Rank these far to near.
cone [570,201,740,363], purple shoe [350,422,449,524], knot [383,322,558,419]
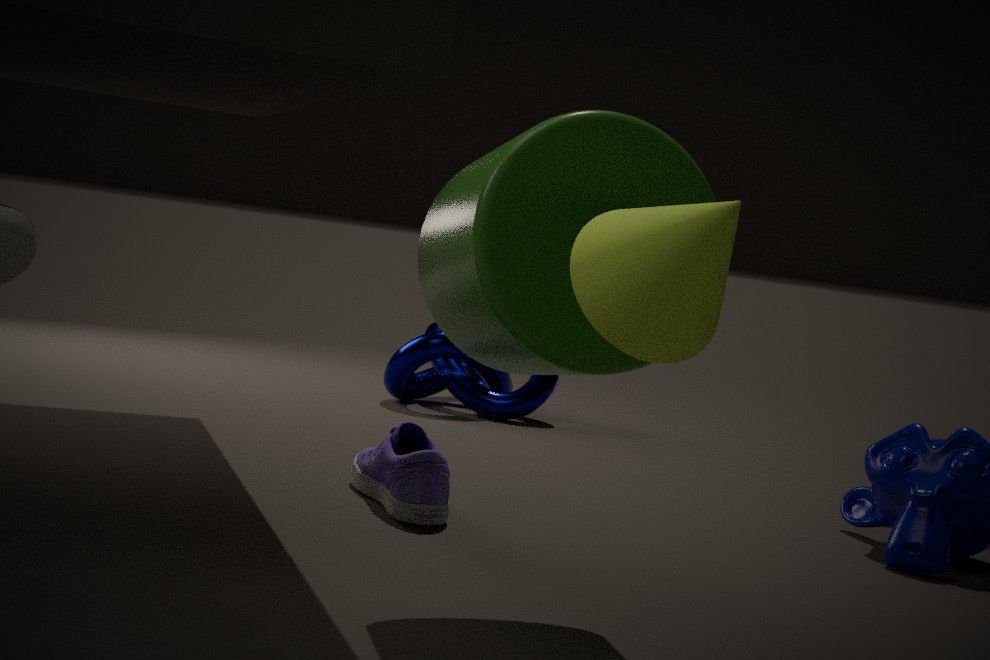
knot [383,322,558,419], purple shoe [350,422,449,524], cone [570,201,740,363]
